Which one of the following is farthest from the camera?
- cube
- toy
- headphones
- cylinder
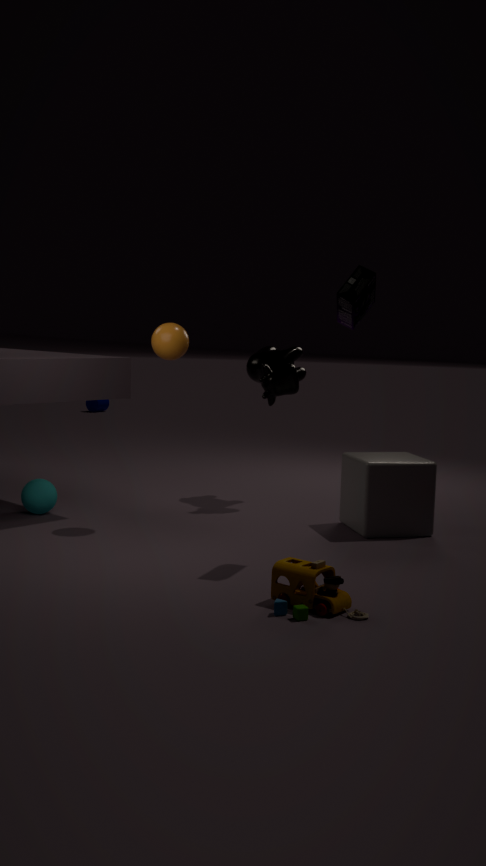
cylinder
